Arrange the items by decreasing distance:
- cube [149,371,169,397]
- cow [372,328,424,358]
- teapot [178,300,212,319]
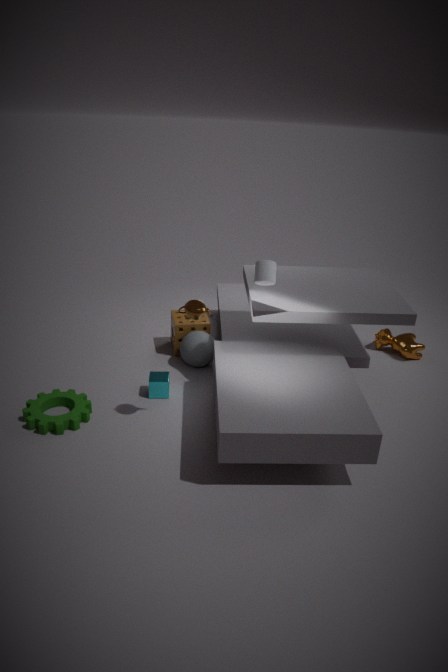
cow [372,328,424,358] < cube [149,371,169,397] < teapot [178,300,212,319]
